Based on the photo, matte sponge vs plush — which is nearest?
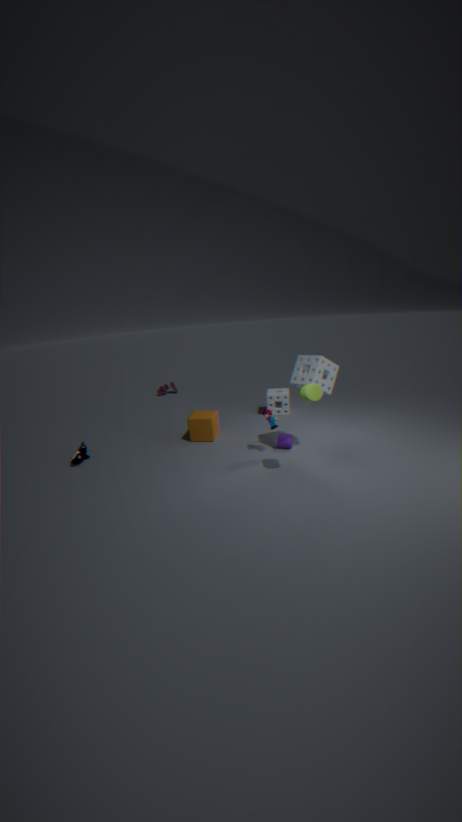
plush
